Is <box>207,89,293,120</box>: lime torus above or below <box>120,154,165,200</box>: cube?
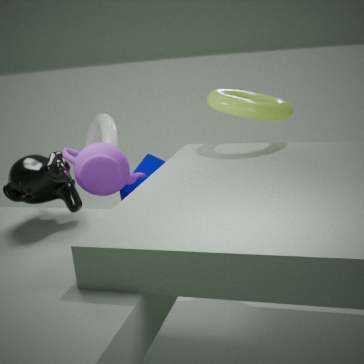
above
